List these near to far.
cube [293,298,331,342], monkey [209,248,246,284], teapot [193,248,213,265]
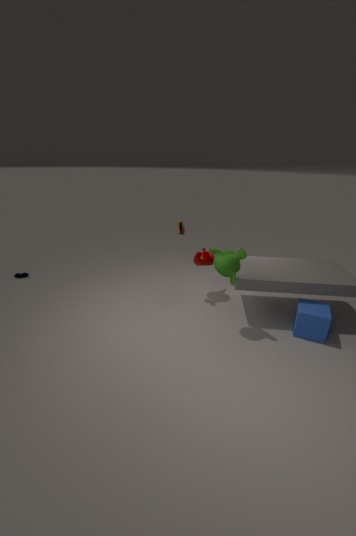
1. monkey [209,248,246,284]
2. cube [293,298,331,342]
3. teapot [193,248,213,265]
